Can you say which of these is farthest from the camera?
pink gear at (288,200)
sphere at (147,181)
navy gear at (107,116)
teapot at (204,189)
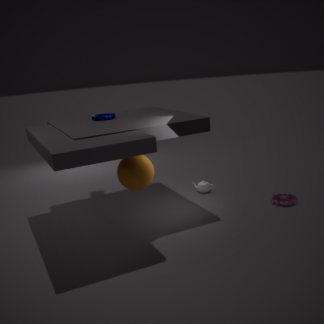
teapot at (204,189)
